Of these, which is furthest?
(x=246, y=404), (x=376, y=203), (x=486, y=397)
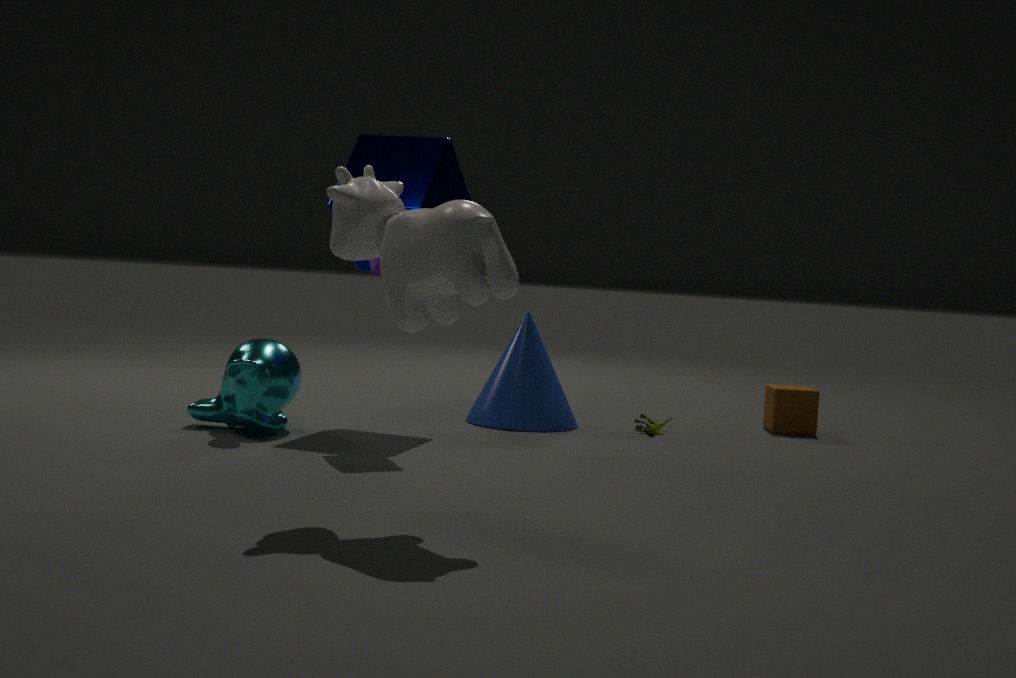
(x=486, y=397)
